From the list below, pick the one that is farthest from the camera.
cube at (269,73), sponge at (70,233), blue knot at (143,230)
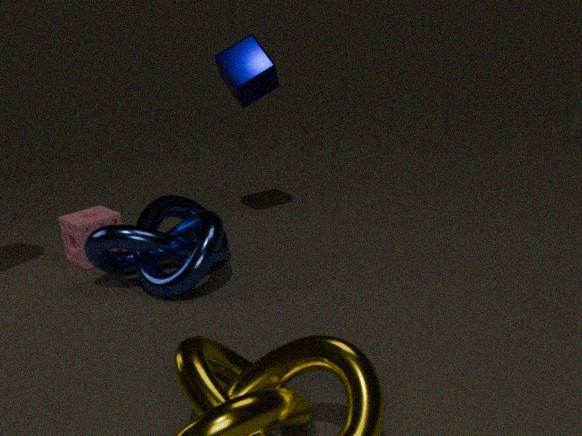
cube at (269,73)
